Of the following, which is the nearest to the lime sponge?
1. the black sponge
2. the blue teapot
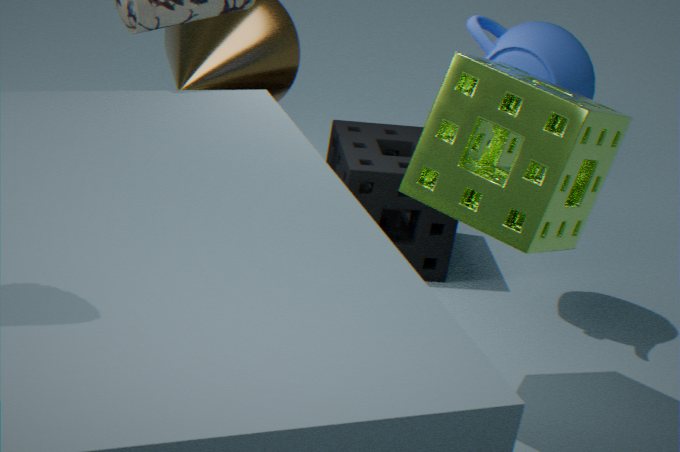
the blue teapot
